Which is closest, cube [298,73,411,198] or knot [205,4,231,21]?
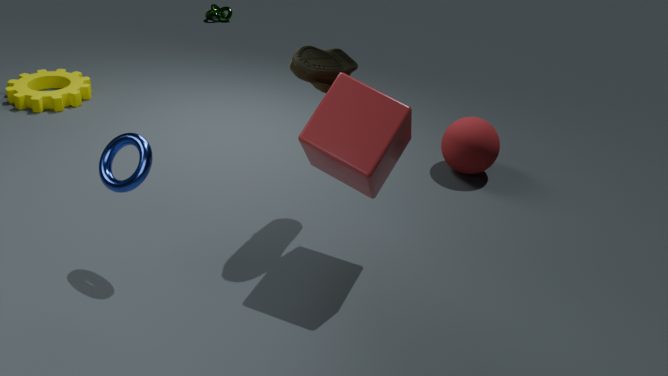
cube [298,73,411,198]
